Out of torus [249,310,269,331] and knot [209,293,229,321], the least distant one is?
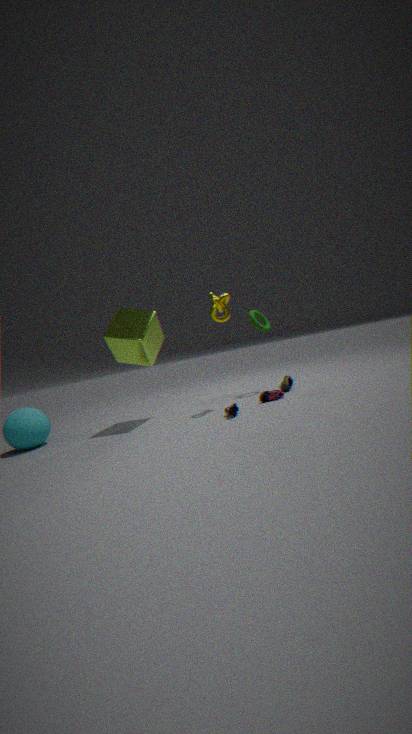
knot [209,293,229,321]
